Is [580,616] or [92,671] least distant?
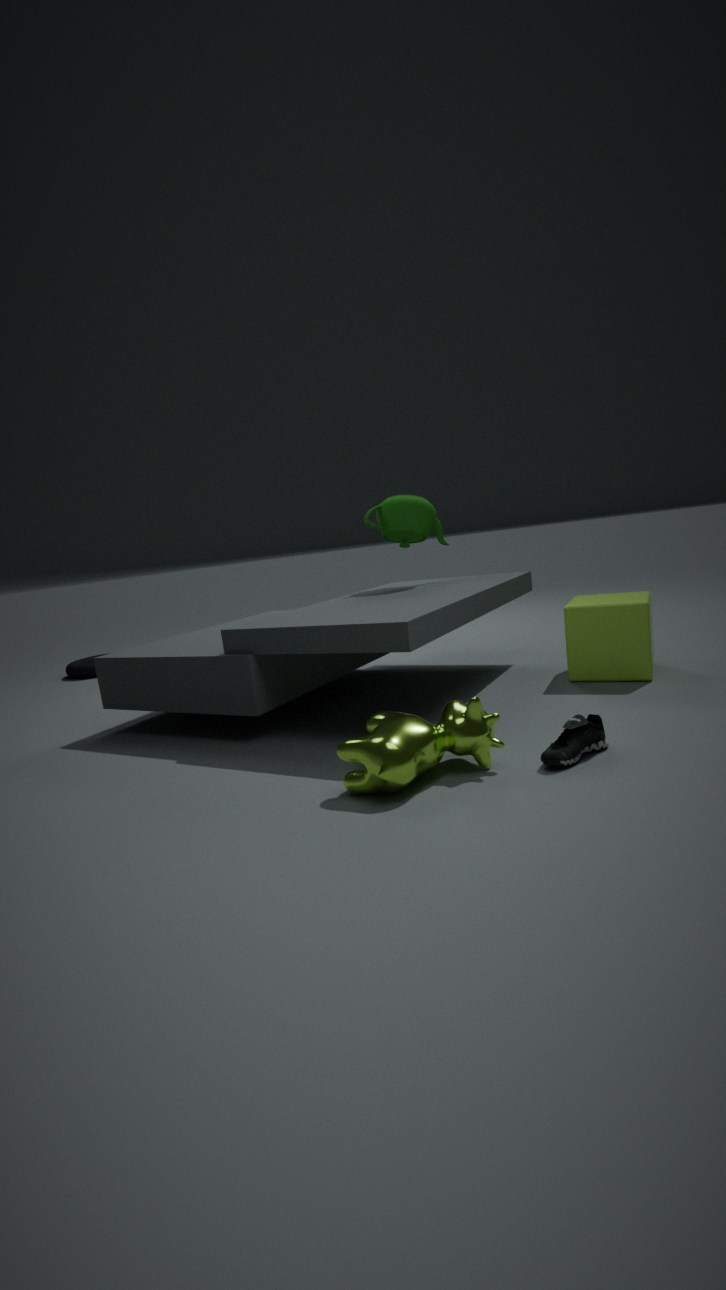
[580,616]
